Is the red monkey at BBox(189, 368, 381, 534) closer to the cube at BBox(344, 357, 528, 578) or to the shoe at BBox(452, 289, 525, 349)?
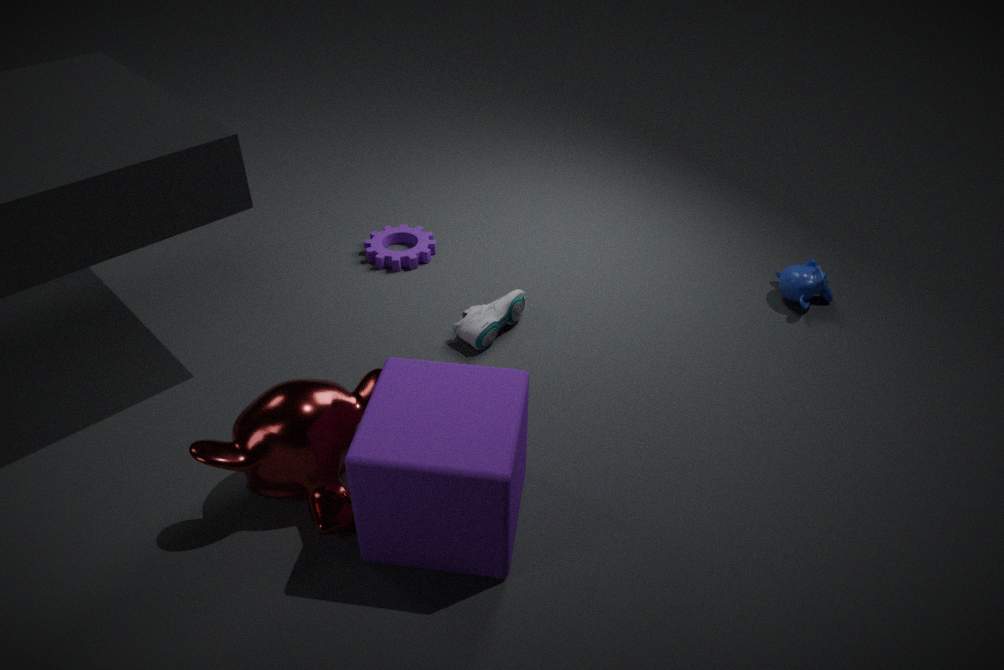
the cube at BBox(344, 357, 528, 578)
